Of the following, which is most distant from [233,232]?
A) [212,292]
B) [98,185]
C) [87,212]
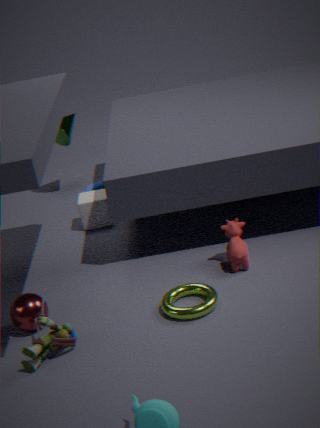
[98,185]
